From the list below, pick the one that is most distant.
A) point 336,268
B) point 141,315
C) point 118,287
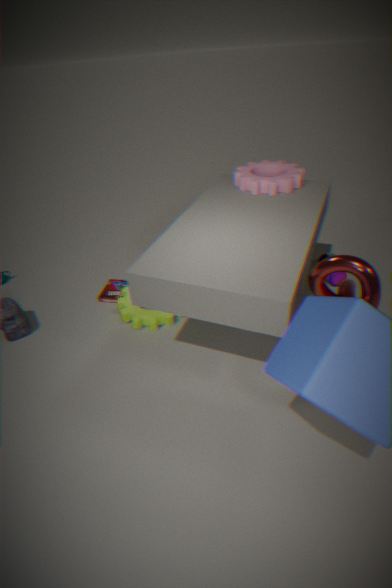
point 118,287
